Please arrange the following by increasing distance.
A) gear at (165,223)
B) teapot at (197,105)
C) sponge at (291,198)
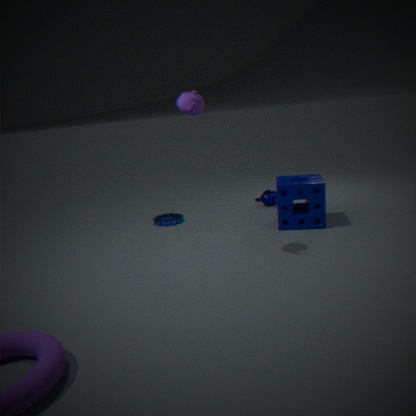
teapot at (197,105), sponge at (291,198), gear at (165,223)
